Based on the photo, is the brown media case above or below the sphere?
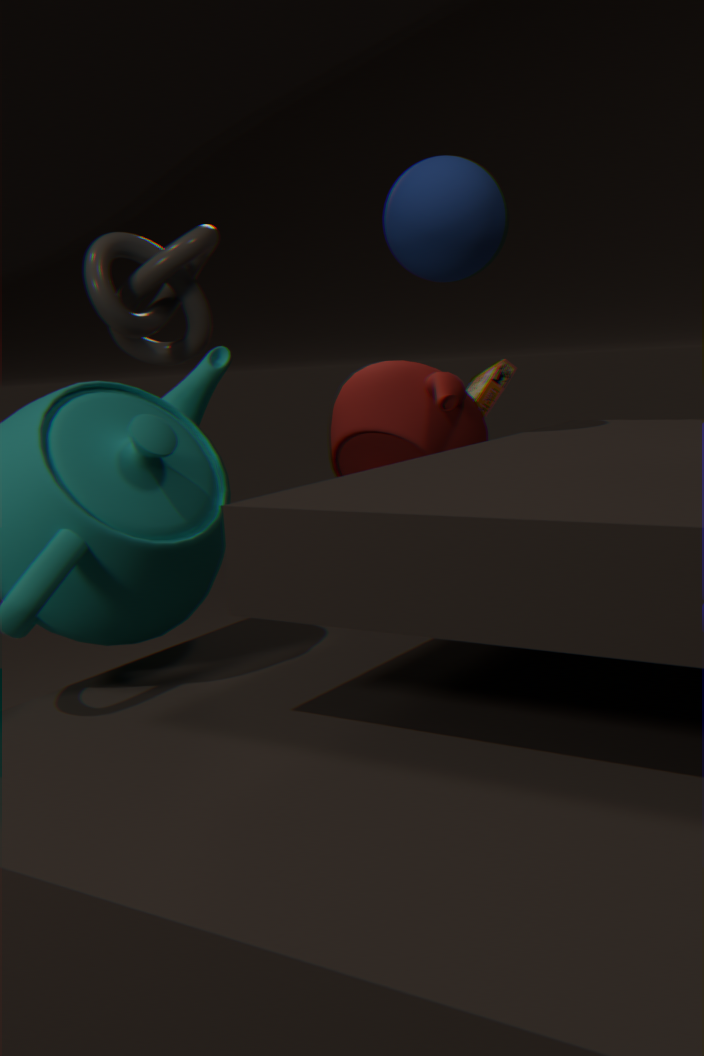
below
